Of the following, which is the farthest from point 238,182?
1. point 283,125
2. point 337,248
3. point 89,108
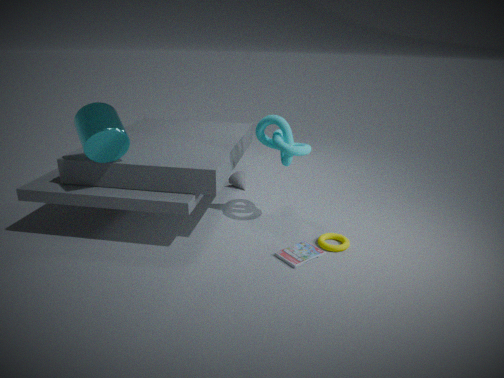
point 89,108
